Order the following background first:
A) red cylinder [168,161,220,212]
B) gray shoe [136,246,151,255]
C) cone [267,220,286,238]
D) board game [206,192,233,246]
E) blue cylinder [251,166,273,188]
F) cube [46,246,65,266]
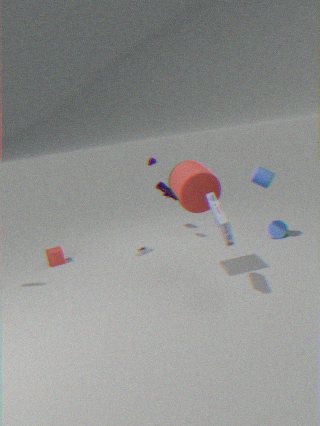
cube [46,246,65,266]
gray shoe [136,246,151,255]
cone [267,220,286,238]
blue cylinder [251,166,273,188]
red cylinder [168,161,220,212]
board game [206,192,233,246]
